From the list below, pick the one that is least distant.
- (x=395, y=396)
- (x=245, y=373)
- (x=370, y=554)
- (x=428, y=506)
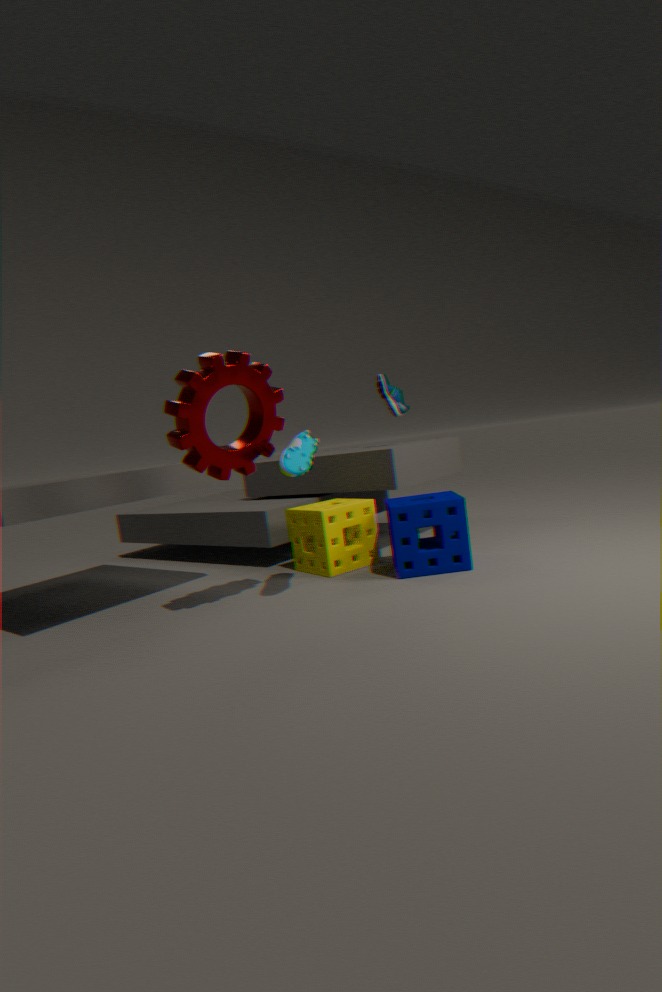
(x=245, y=373)
